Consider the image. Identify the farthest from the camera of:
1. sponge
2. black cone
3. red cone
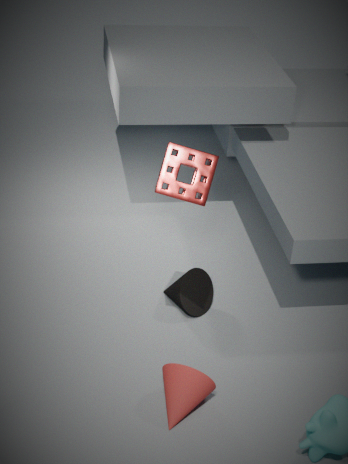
black cone
